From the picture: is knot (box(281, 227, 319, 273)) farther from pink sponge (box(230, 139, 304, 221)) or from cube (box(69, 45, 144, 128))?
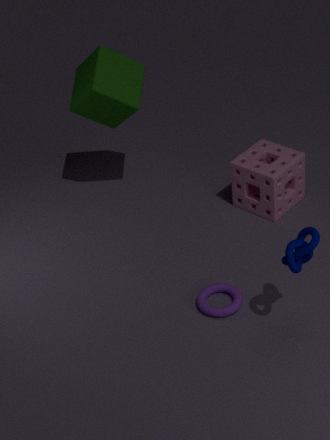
cube (box(69, 45, 144, 128))
